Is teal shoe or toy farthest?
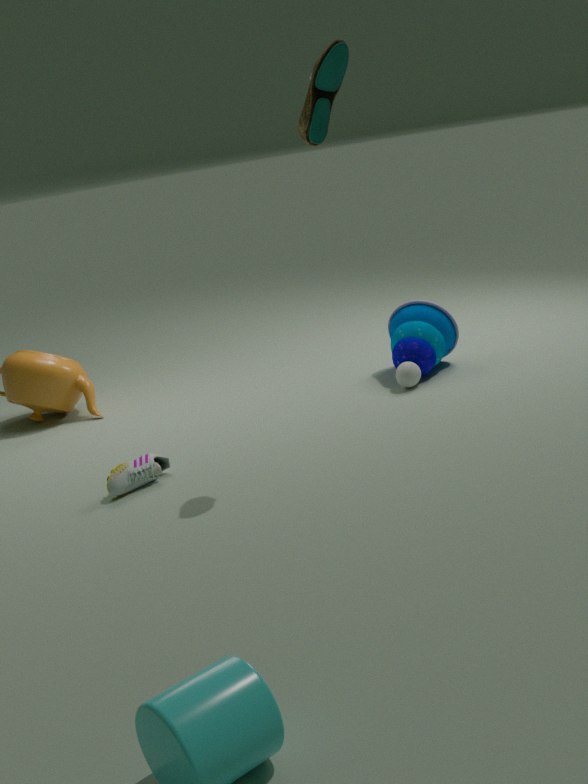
toy
